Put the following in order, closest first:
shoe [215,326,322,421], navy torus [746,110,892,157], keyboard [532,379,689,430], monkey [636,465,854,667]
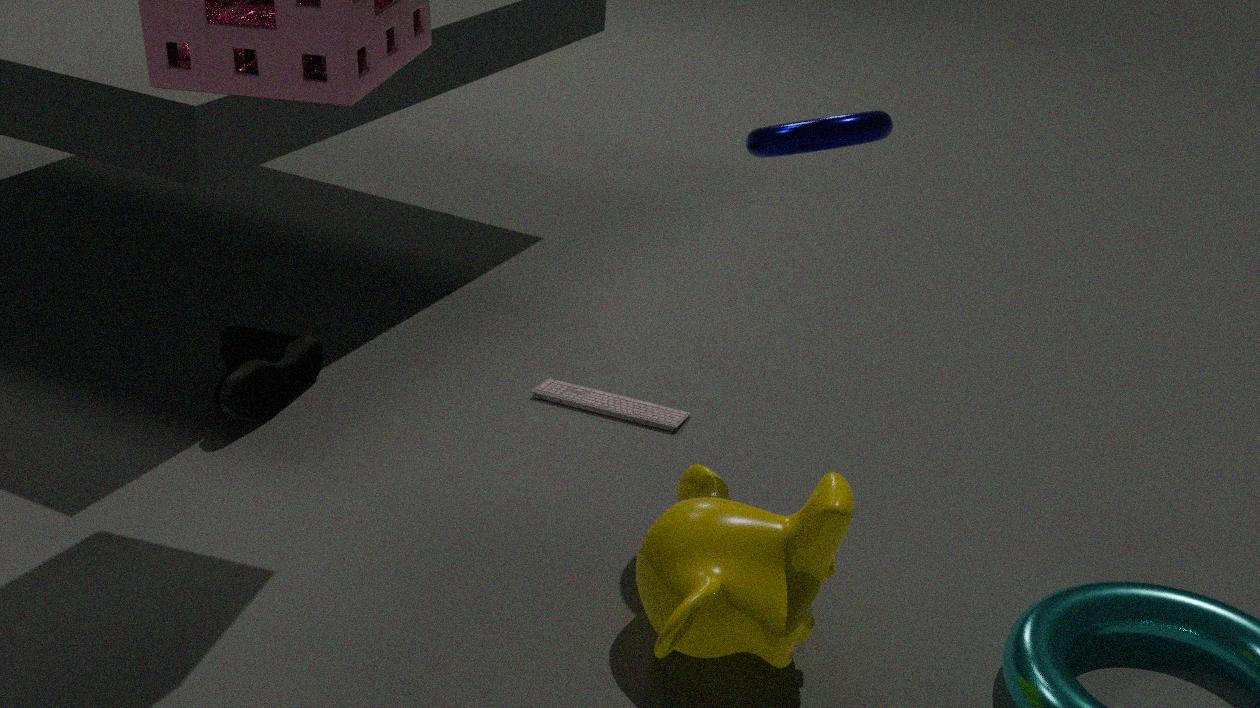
monkey [636,465,854,667] → navy torus [746,110,892,157] → shoe [215,326,322,421] → keyboard [532,379,689,430]
